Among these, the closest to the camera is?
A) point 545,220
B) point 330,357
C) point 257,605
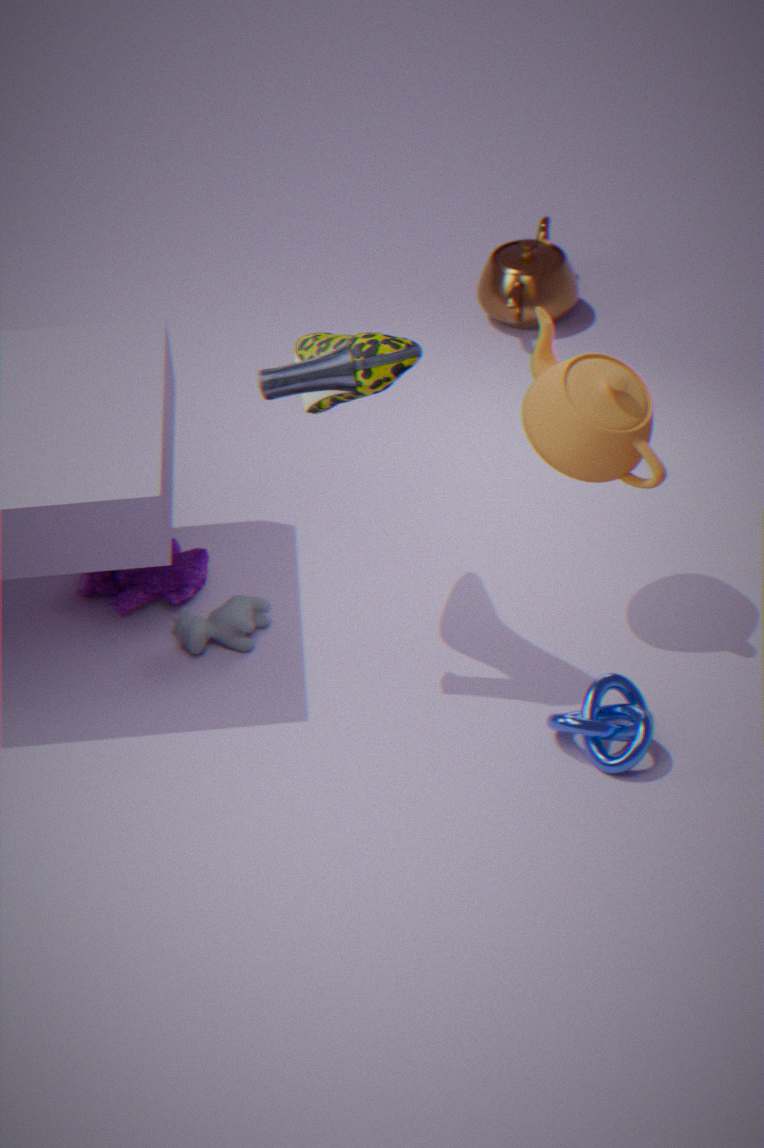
point 330,357
